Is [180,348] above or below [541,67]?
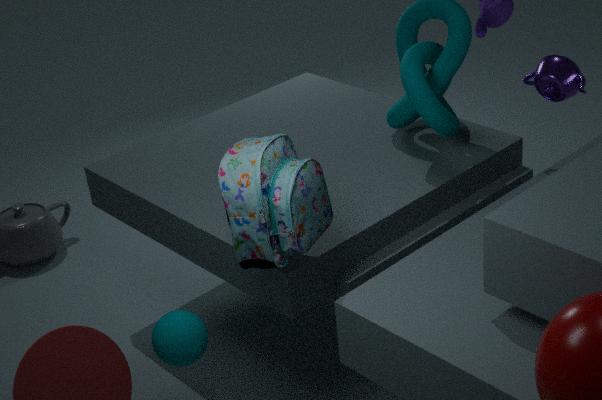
below
